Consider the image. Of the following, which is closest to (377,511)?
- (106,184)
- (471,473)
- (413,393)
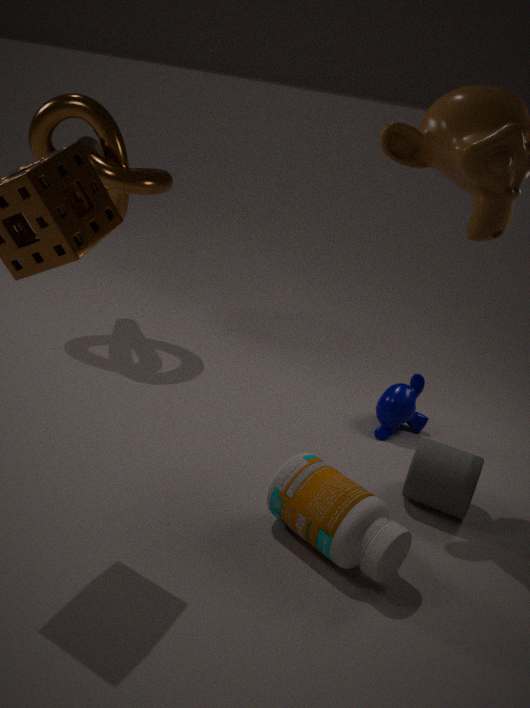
(471,473)
